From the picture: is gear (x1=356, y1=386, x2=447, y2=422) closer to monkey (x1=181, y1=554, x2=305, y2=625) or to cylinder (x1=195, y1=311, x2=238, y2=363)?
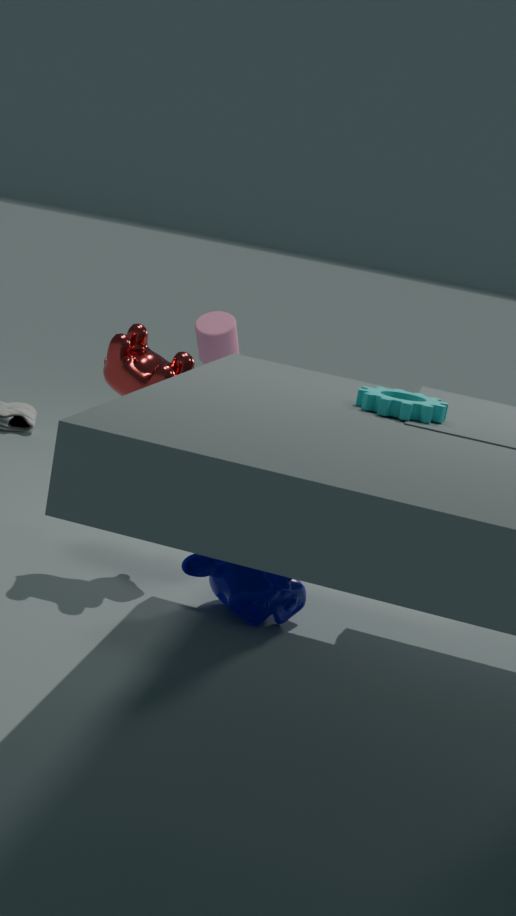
monkey (x1=181, y1=554, x2=305, y2=625)
